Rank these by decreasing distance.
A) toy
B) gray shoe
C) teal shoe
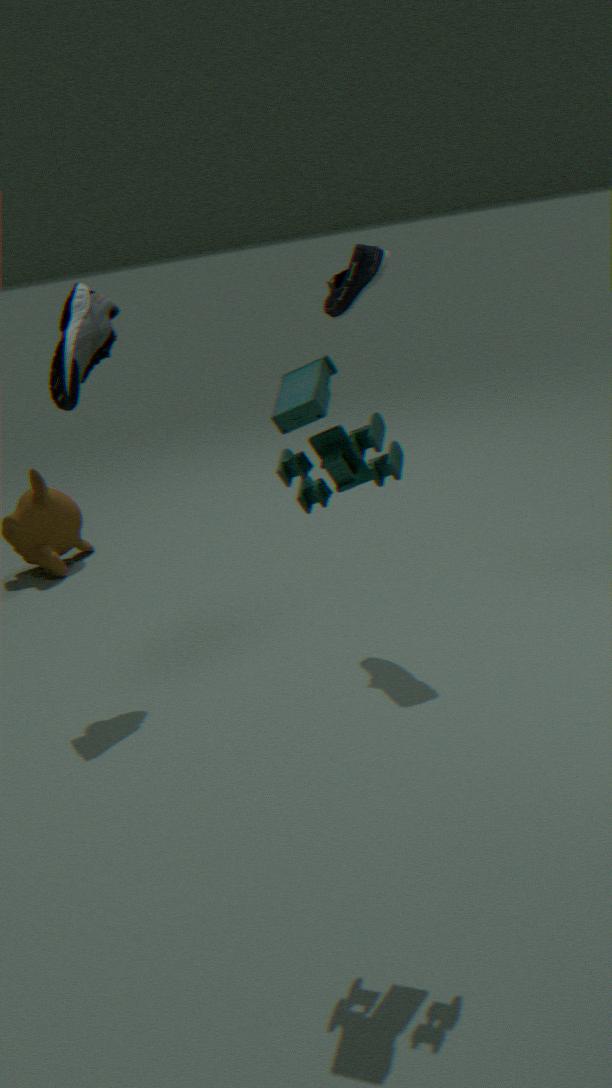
teal shoe
gray shoe
toy
